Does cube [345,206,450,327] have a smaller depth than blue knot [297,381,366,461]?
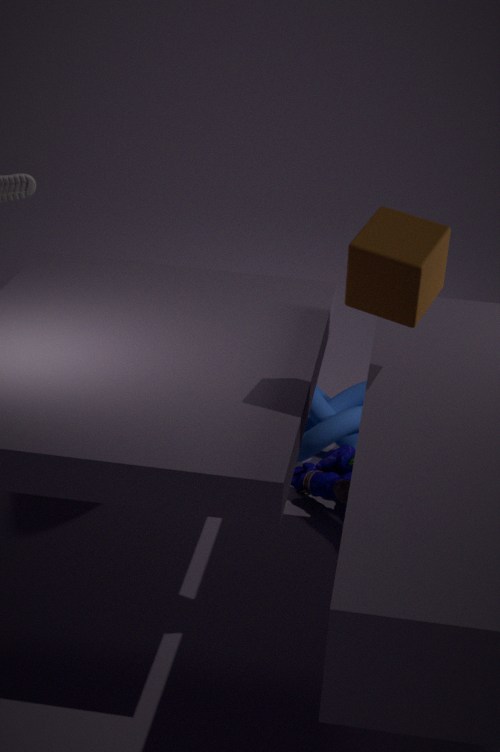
Yes
